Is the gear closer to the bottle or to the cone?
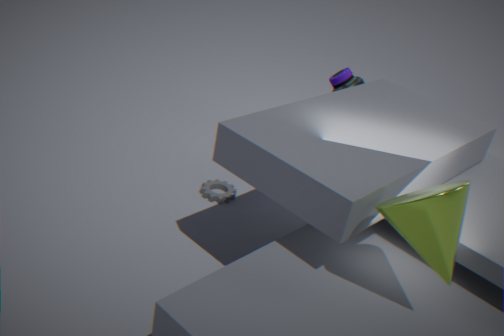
the bottle
